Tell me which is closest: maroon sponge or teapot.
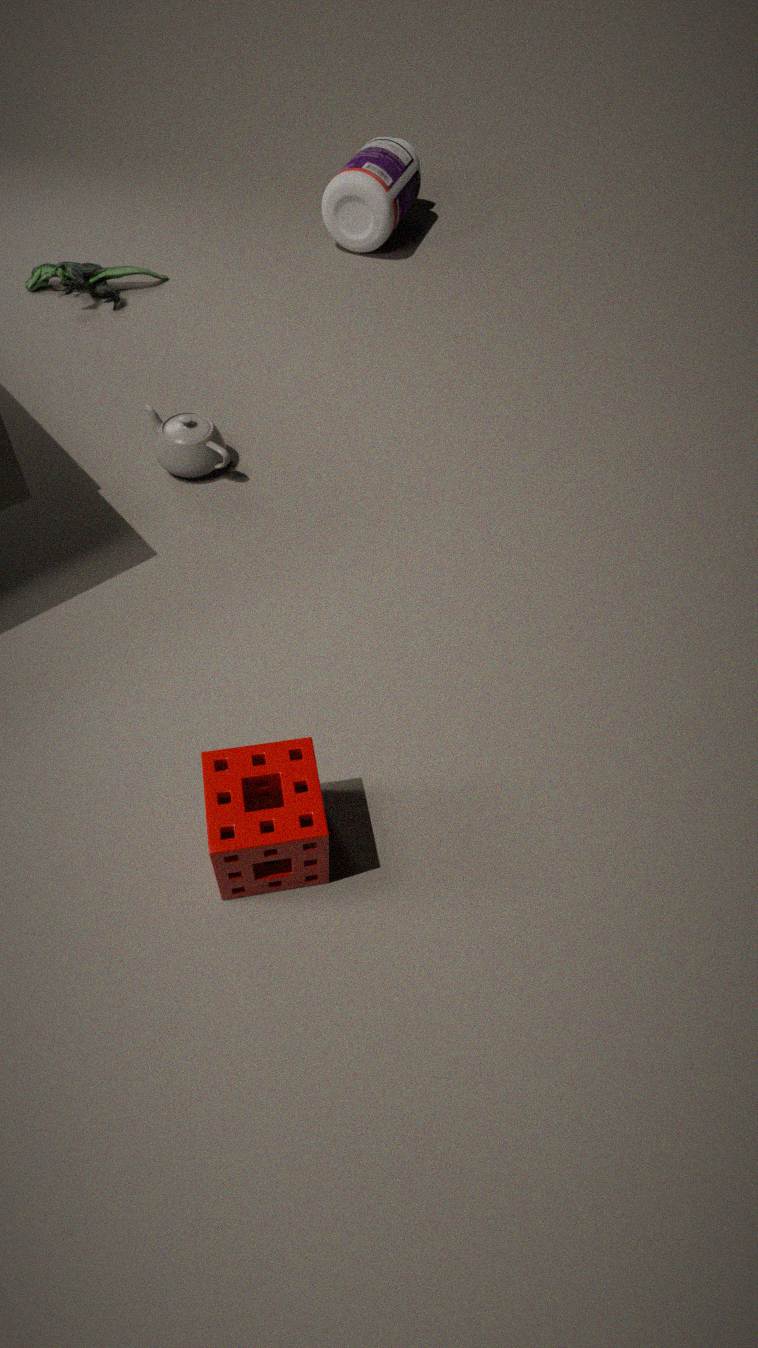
maroon sponge
